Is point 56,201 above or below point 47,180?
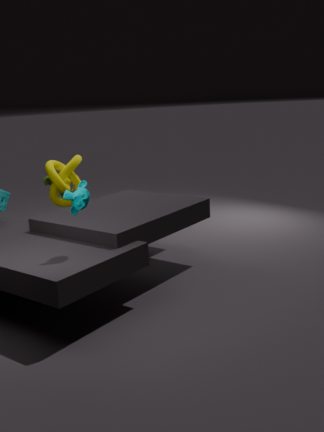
above
